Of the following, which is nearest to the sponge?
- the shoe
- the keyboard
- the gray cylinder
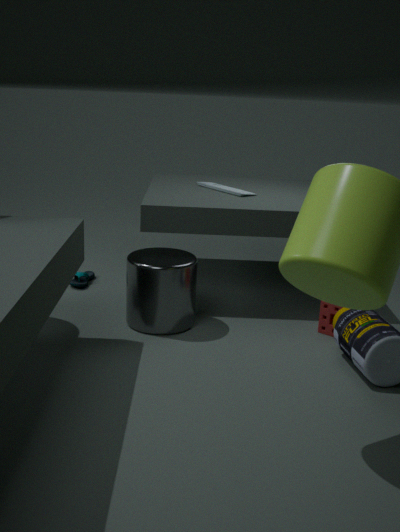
the gray cylinder
